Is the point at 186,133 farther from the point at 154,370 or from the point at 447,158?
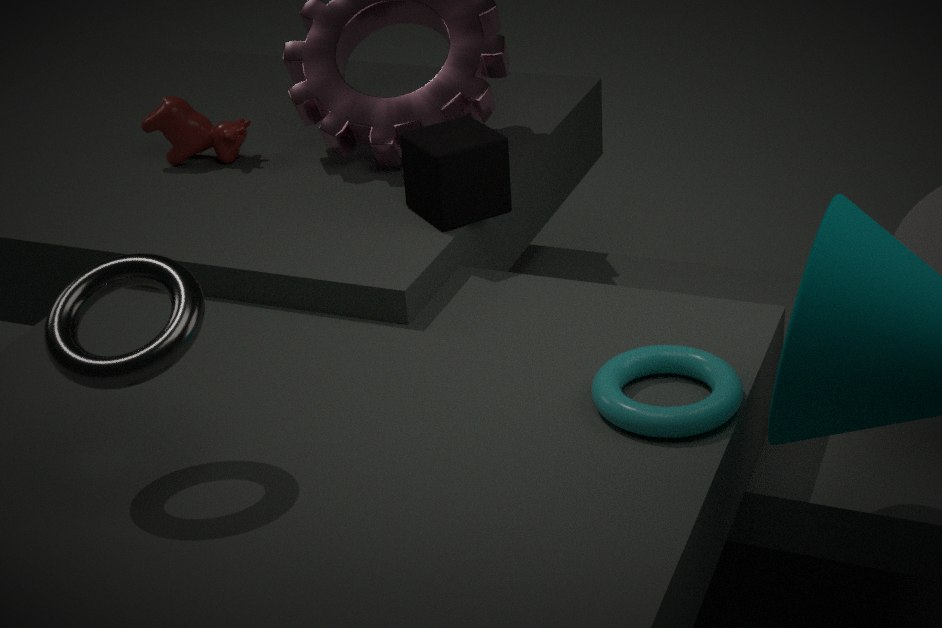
the point at 154,370
